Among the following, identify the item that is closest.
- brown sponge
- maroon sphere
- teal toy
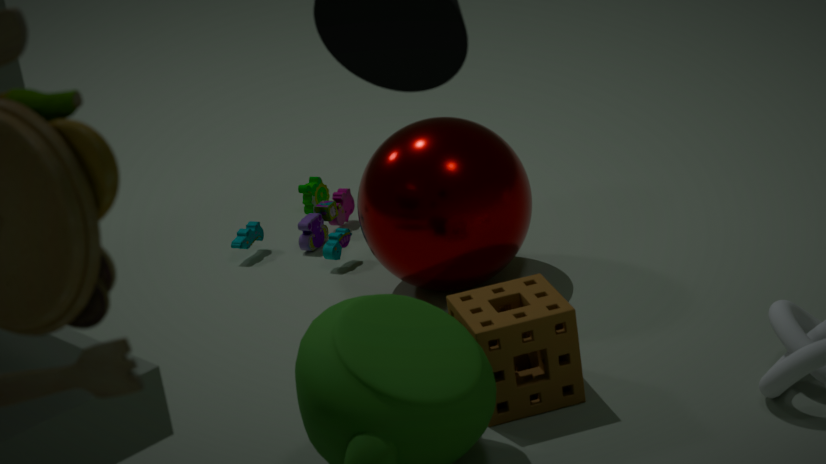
brown sponge
